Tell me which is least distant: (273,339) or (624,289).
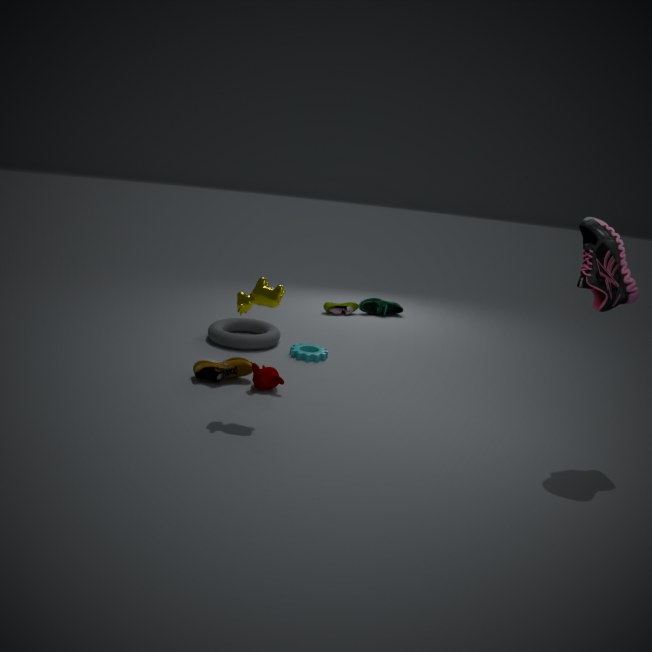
(624,289)
